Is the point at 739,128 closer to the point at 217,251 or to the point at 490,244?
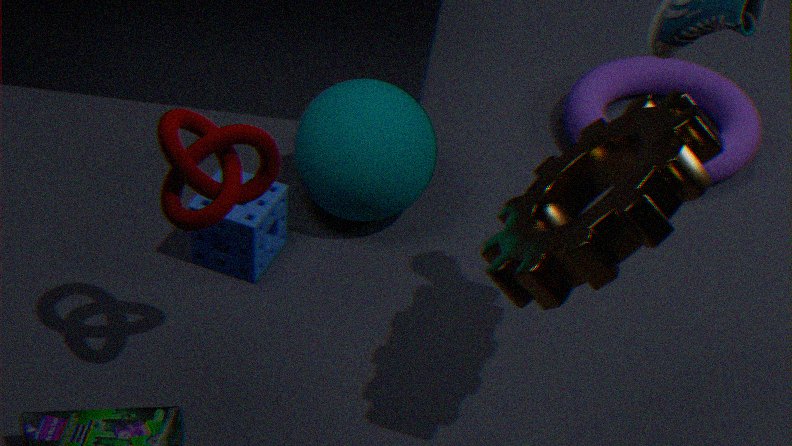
the point at 490,244
